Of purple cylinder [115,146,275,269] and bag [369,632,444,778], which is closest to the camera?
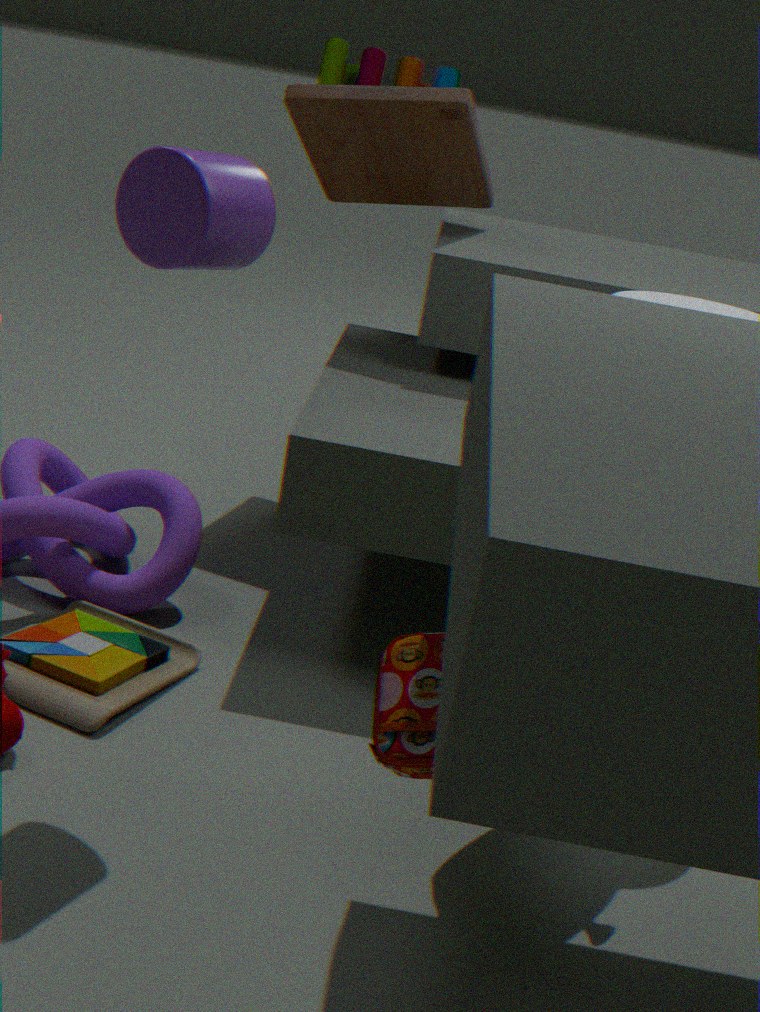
bag [369,632,444,778]
